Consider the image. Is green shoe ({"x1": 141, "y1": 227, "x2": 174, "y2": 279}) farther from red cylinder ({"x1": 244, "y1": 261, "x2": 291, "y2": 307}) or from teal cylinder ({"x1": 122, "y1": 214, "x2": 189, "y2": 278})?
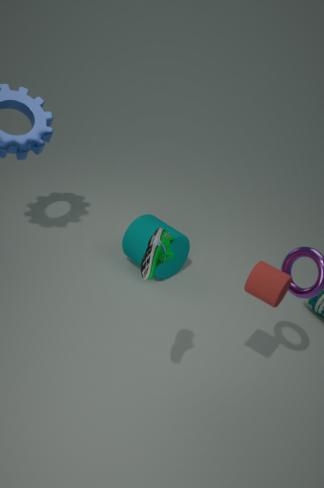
teal cylinder ({"x1": 122, "y1": 214, "x2": 189, "y2": 278})
